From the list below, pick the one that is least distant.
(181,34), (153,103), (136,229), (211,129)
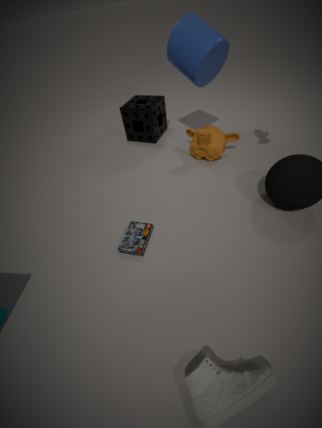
(136,229)
